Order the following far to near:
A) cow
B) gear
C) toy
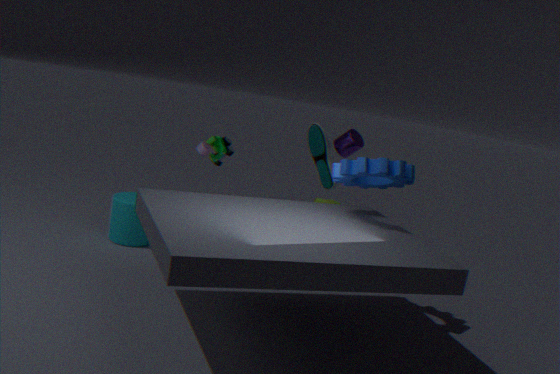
cow, toy, gear
